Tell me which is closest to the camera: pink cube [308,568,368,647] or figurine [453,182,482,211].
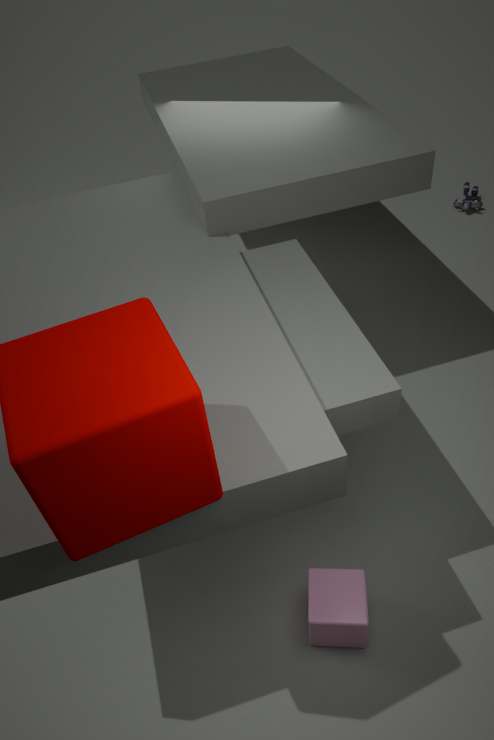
pink cube [308,568,368,647]
